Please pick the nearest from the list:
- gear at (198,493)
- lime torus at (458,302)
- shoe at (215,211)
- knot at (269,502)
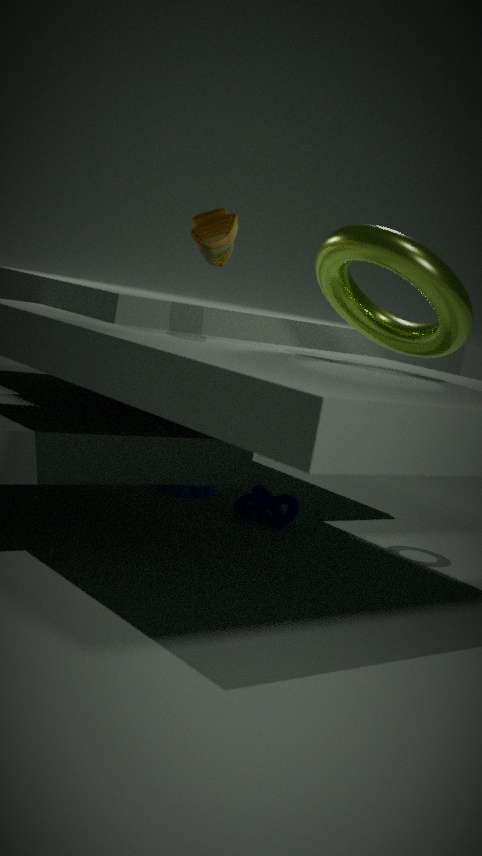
shoe at (215,211)
